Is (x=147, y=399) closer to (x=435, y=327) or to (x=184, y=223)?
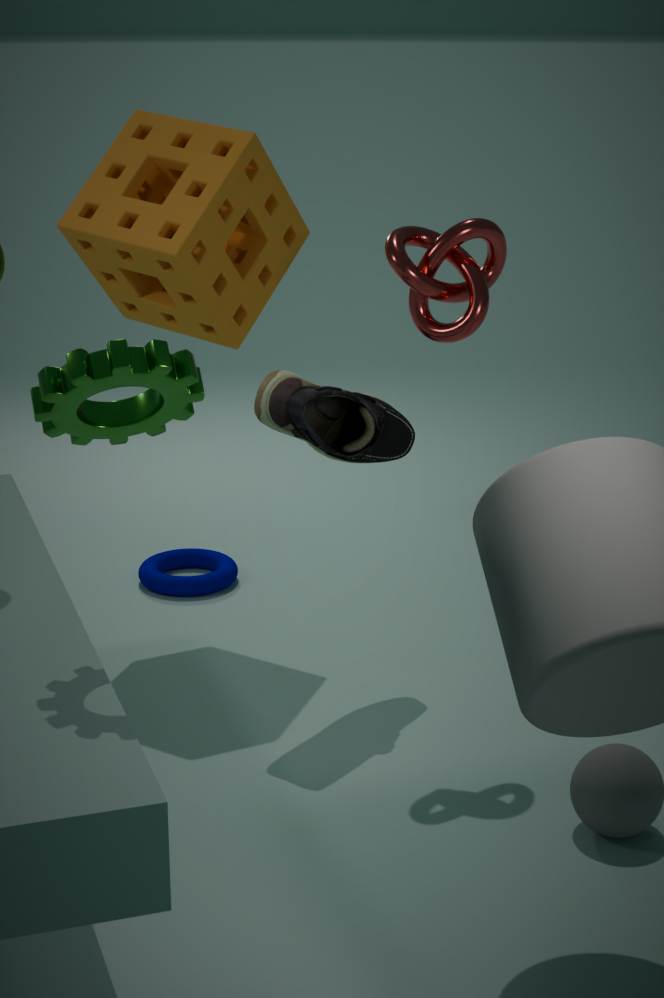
(x=435, y=327)
